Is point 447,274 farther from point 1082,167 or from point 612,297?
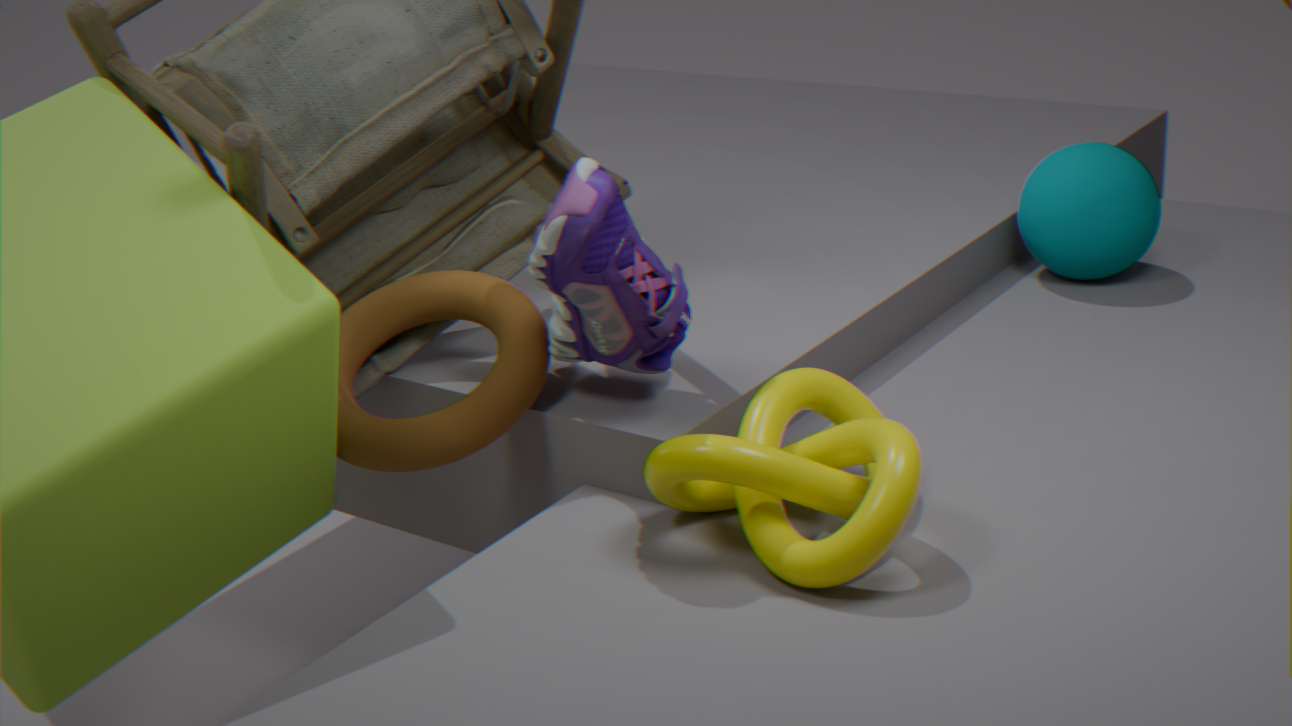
point 1082,167
